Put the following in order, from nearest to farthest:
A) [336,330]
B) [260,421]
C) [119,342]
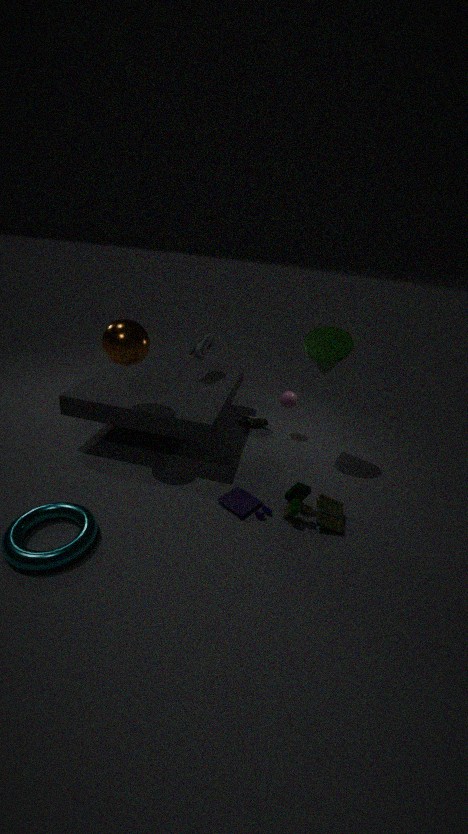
[119,342] < [336,330] < [260,421]
